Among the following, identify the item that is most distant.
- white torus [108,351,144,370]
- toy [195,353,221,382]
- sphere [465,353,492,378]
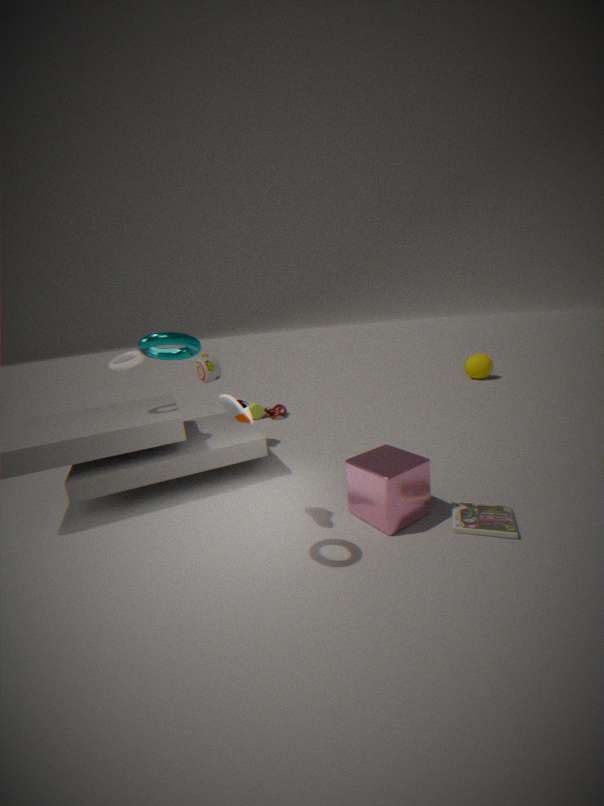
sphere [465,353,492,378]
